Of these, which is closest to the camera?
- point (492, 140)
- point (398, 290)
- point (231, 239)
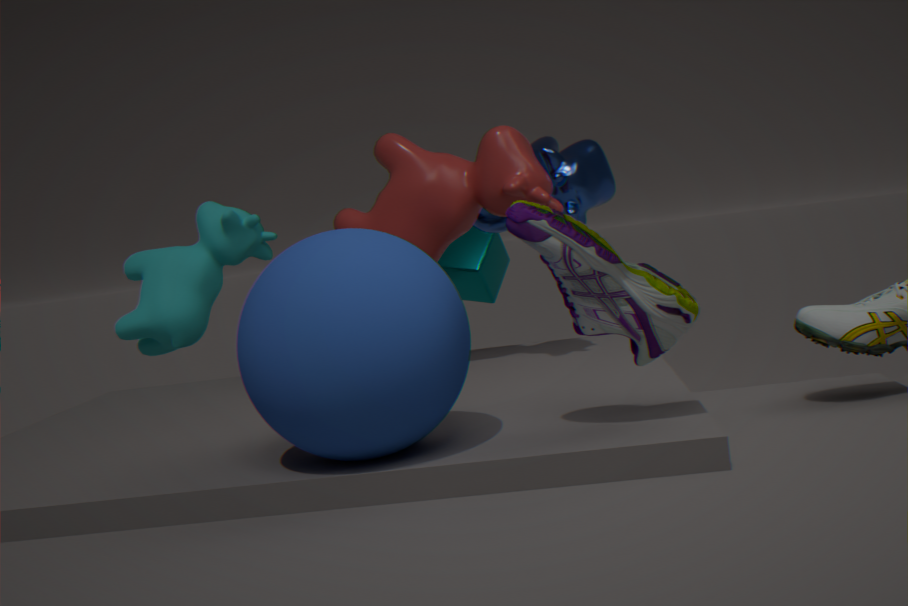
point (398, 290)
